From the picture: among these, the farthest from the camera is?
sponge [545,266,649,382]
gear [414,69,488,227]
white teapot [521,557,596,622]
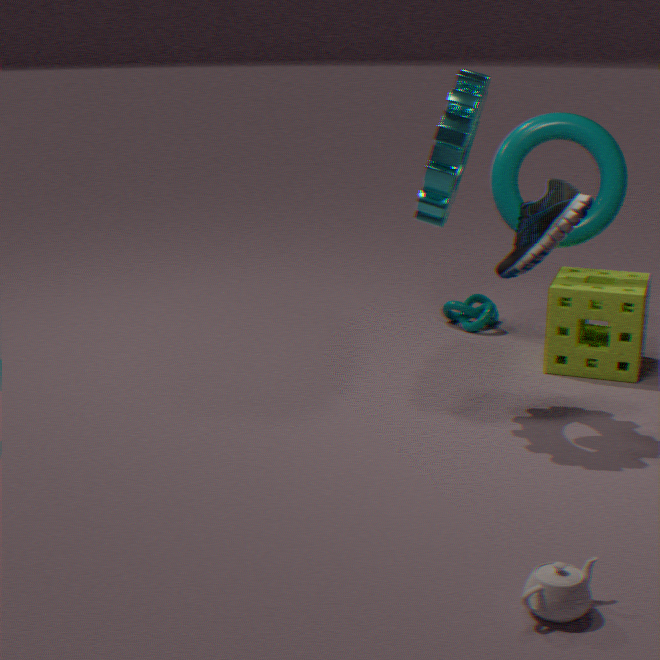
sponge [545,266,649,382]
